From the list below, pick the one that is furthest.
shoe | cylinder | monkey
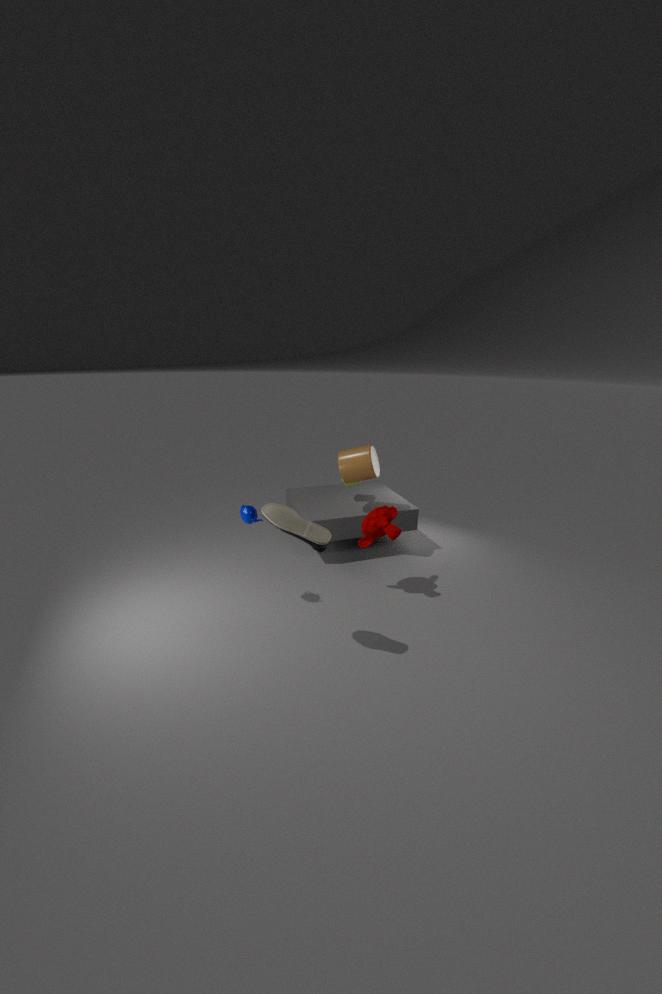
cylinder
